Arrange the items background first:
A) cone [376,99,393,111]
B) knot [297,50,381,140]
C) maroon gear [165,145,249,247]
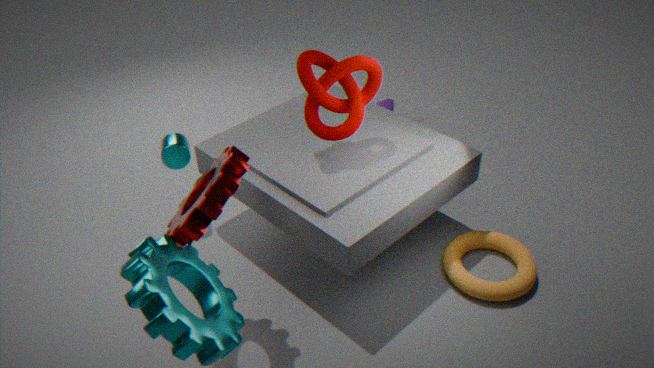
1. cone [376,99,393,111]
2. knot [297,50,381,140]
3. maroon gear [165,145,249,247]
